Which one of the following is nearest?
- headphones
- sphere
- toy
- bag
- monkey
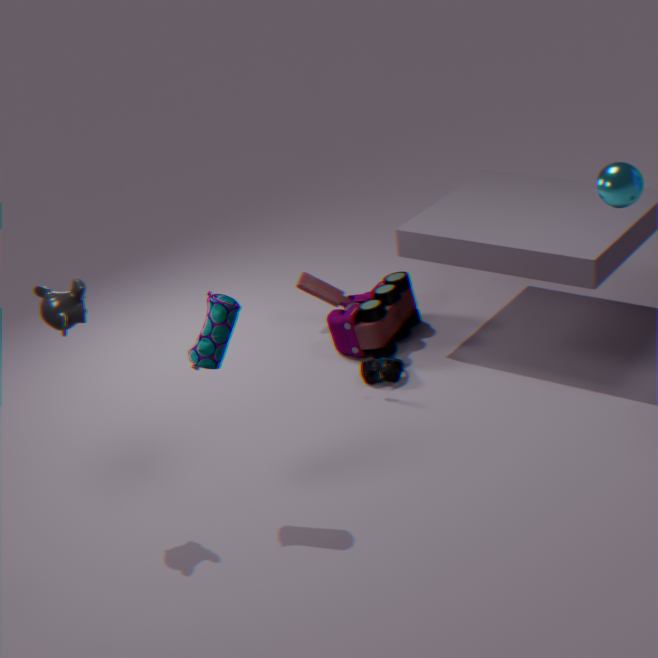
monkey
